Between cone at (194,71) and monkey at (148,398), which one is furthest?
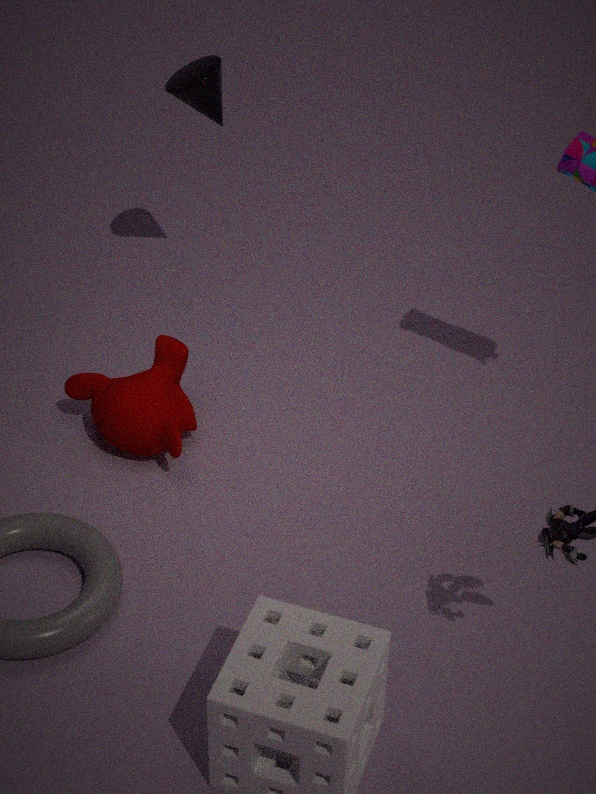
cone at (194,71)
